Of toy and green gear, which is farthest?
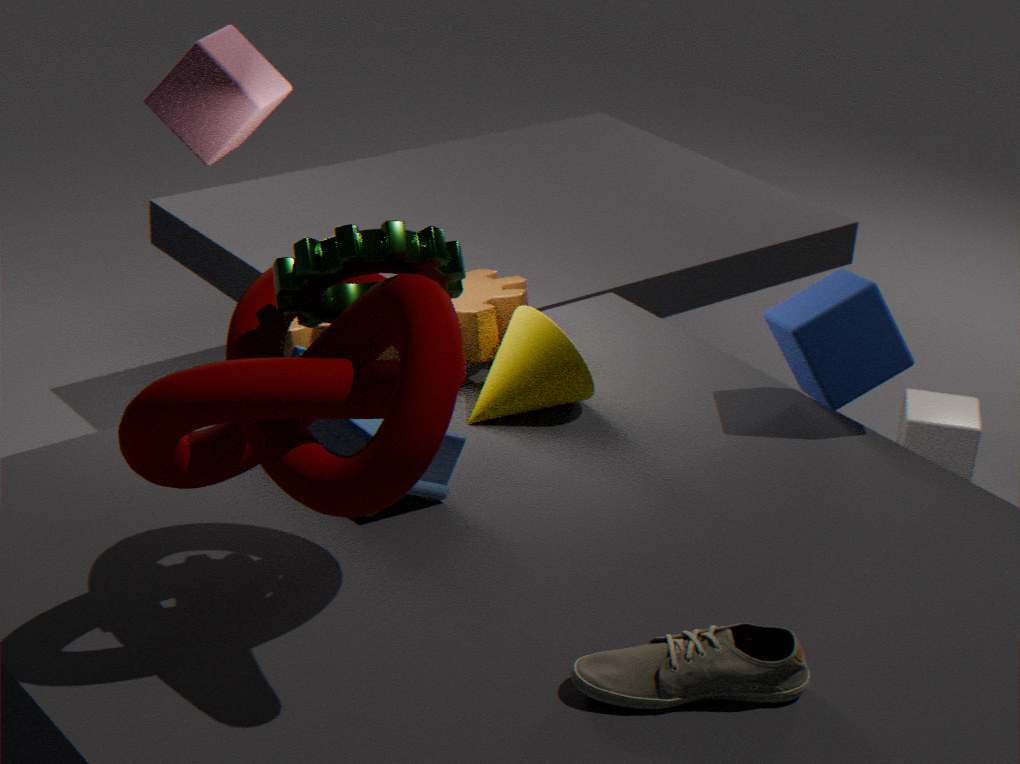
toy
